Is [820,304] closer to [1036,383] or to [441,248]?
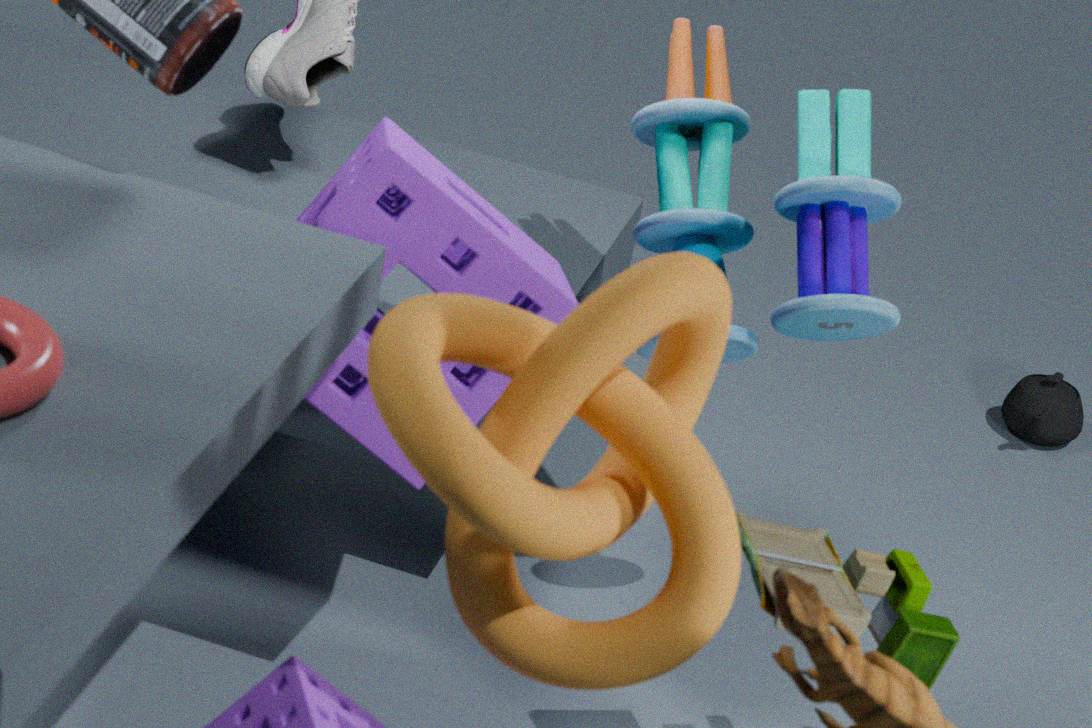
[441,248]
